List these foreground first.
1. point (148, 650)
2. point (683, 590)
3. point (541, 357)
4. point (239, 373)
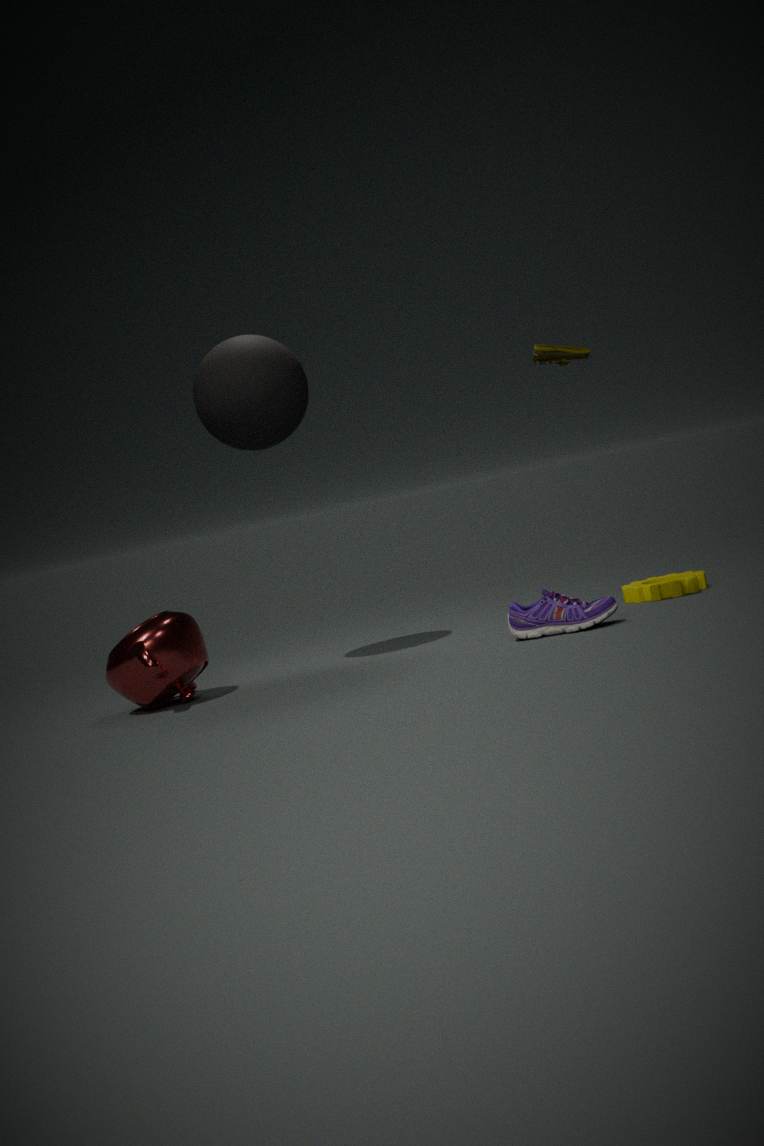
1. point (541, 357)
2. point (239, 373)
3. point (148, 650)
4. point (683, 590)
